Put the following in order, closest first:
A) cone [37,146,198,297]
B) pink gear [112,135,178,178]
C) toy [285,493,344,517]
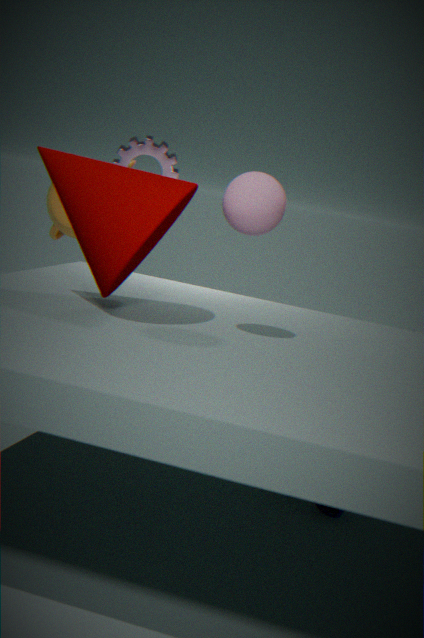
1. cone [37,146,198,297]
2. toy [285,493,344,517]
3. pink gear [112,135,178,178]
